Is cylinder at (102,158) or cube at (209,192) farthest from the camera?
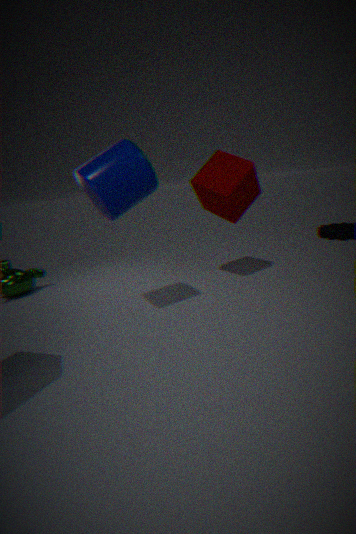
cube at (209,192)
